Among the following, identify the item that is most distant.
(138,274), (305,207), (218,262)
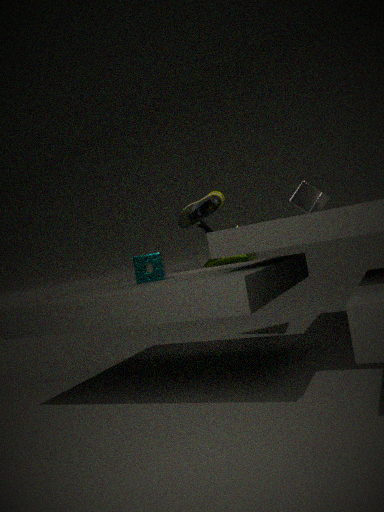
(218,262)
